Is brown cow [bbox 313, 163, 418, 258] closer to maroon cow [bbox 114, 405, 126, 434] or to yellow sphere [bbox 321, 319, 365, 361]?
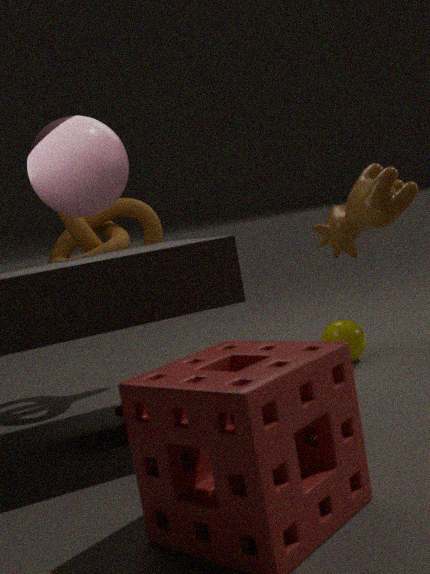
yellow sphere [bbox 321, 319, 365, 361]
